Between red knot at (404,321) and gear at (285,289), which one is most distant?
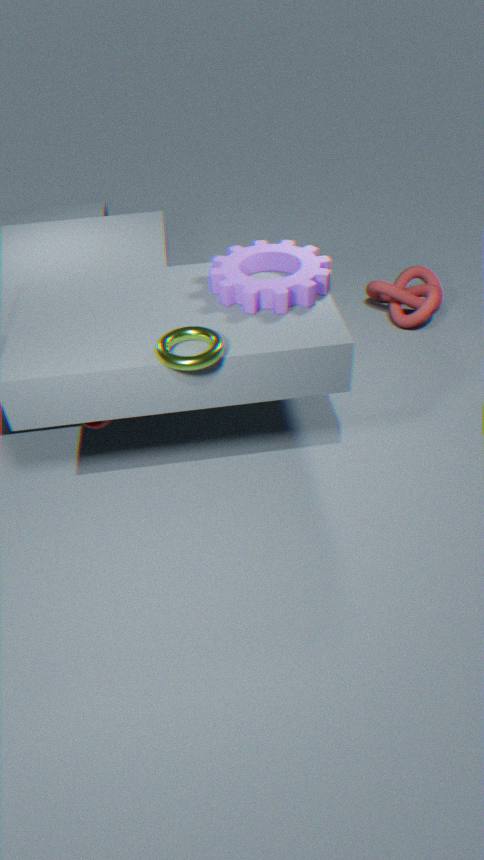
red knot at (404,321)
